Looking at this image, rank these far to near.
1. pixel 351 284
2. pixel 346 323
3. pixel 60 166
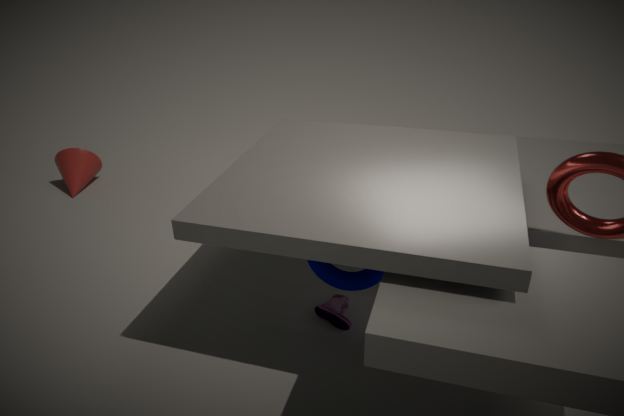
pixel 60 166 < pixel 346 323 < pixel 351 284
